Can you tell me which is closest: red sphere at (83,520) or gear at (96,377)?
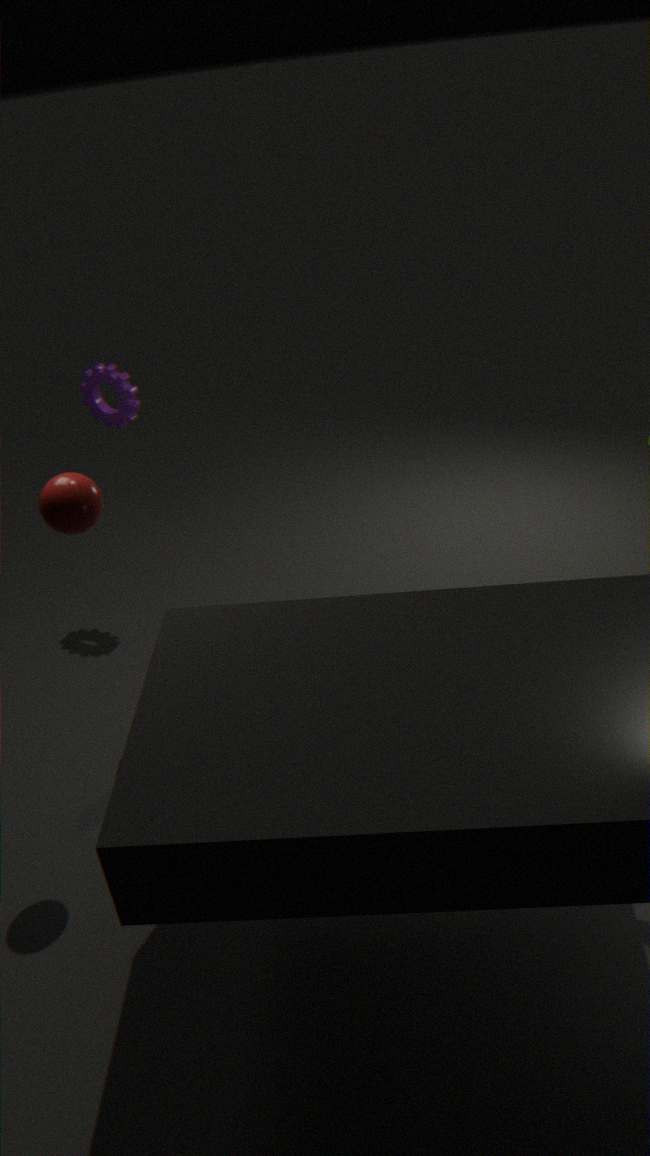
red sphere at (83,520)
